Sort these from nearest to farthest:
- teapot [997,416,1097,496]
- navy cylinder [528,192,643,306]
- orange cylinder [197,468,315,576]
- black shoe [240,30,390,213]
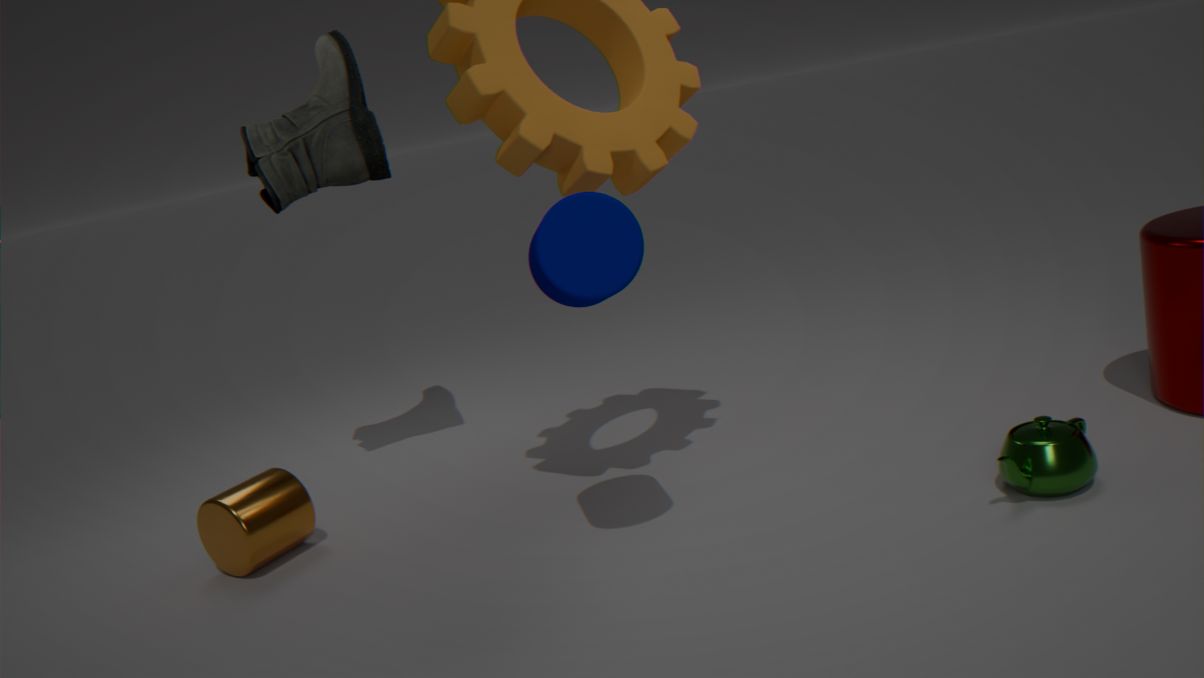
navy cylinder [528,192,643,306] → teapot [997,416,1097,496] → orange cylinder [197,468,315,576] → black shoe [240,30,390,213]
